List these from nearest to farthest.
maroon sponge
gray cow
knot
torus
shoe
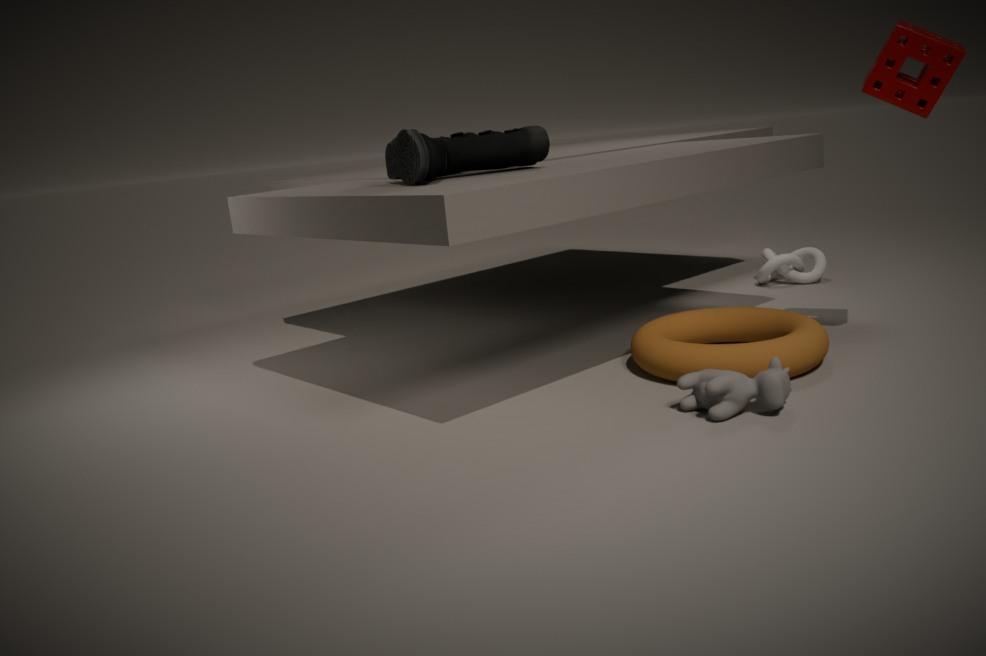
gray cow
shoe
maroon sponge
torus
knot
